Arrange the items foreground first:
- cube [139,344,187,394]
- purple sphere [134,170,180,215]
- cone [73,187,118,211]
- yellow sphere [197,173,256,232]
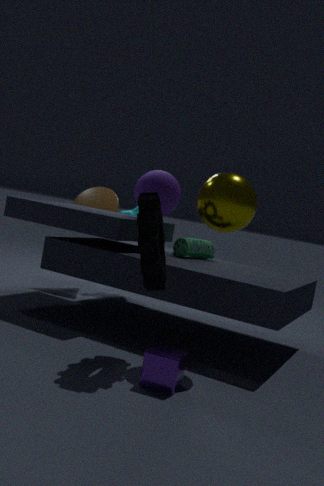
cube [139,344,187,394] < yellow sphere [197,173,256,232] < purple sphere [134,170,180,215] < cone [73,187,118,211]
